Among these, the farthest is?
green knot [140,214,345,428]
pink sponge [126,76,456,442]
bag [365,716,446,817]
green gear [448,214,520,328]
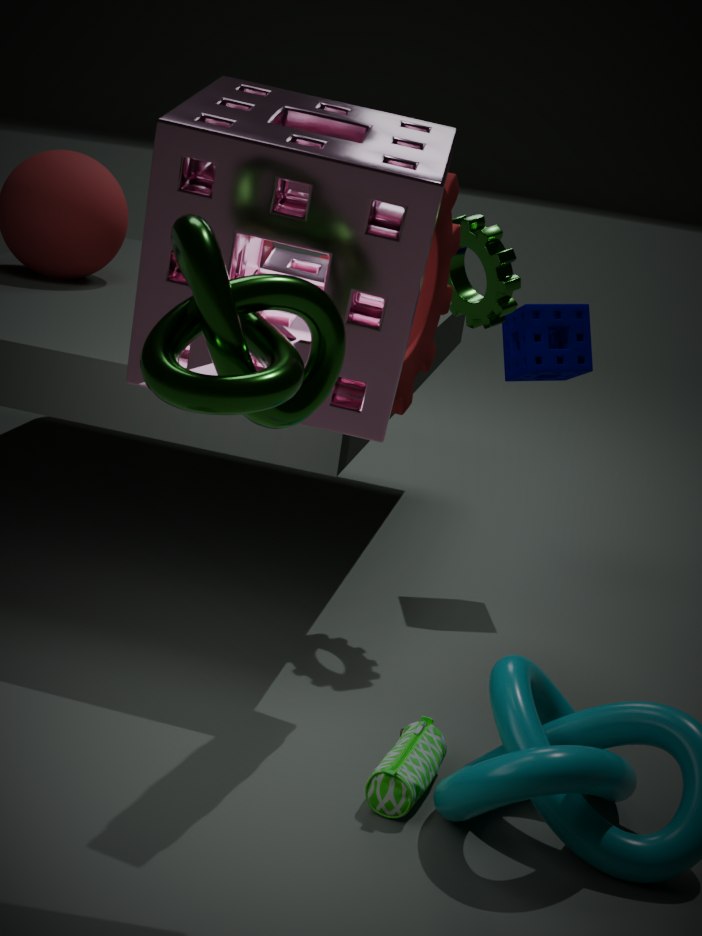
green gear [448,214,520,328]
